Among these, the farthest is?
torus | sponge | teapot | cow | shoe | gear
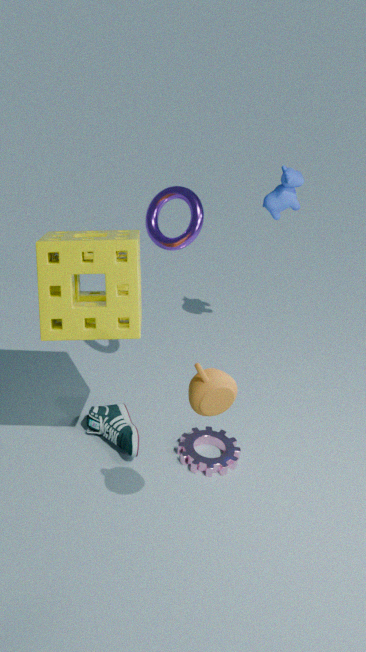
cow
